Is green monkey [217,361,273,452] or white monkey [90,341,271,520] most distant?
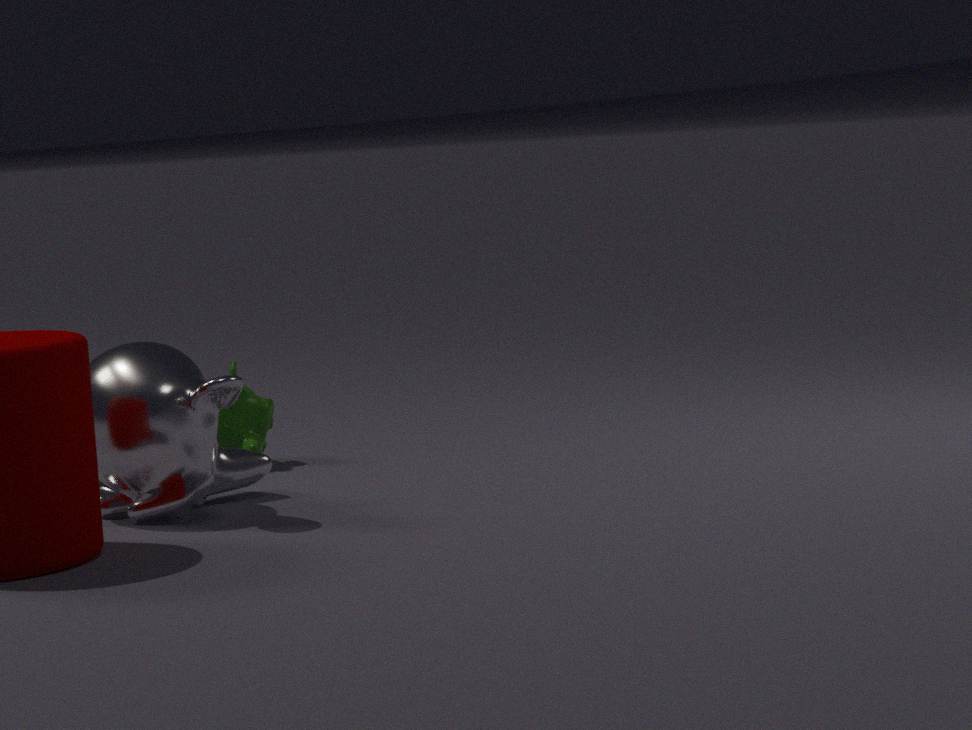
green monkey [217,361,273,452]
